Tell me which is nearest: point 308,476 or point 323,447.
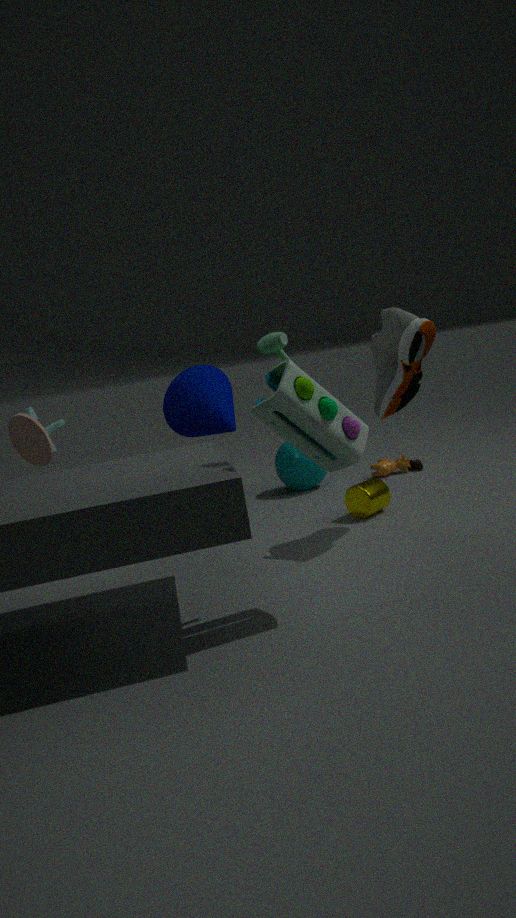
point 323,447
